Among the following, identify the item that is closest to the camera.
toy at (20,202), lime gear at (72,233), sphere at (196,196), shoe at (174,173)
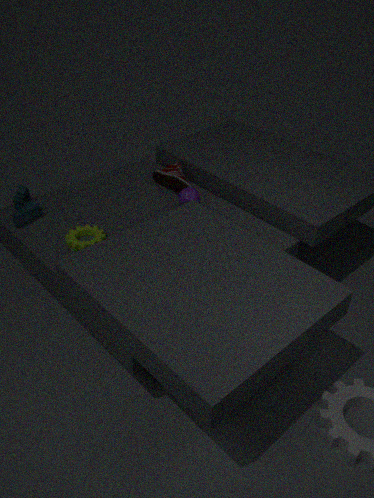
lime gear at (72,233)
